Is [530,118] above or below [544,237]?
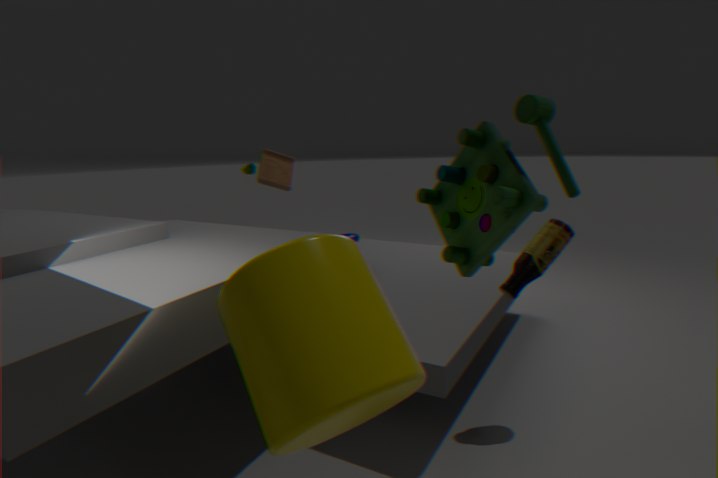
above
